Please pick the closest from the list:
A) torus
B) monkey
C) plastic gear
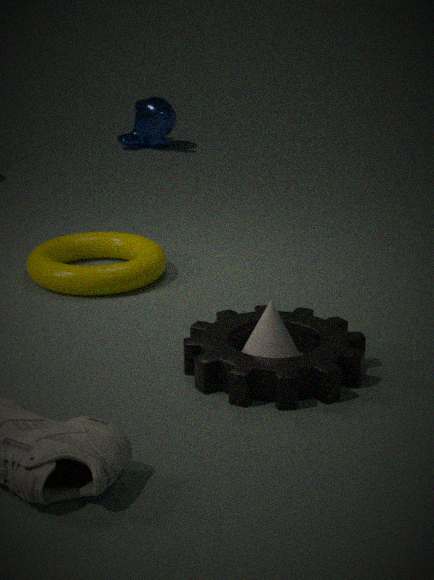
plastic gear
